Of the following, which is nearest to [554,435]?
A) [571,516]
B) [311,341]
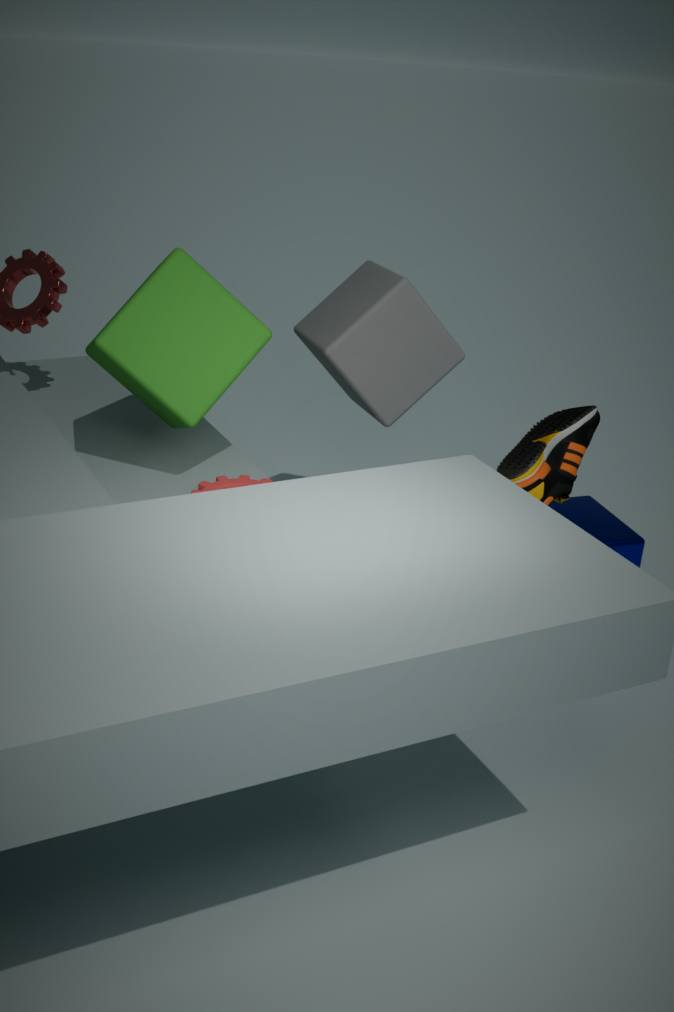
[571,516]
